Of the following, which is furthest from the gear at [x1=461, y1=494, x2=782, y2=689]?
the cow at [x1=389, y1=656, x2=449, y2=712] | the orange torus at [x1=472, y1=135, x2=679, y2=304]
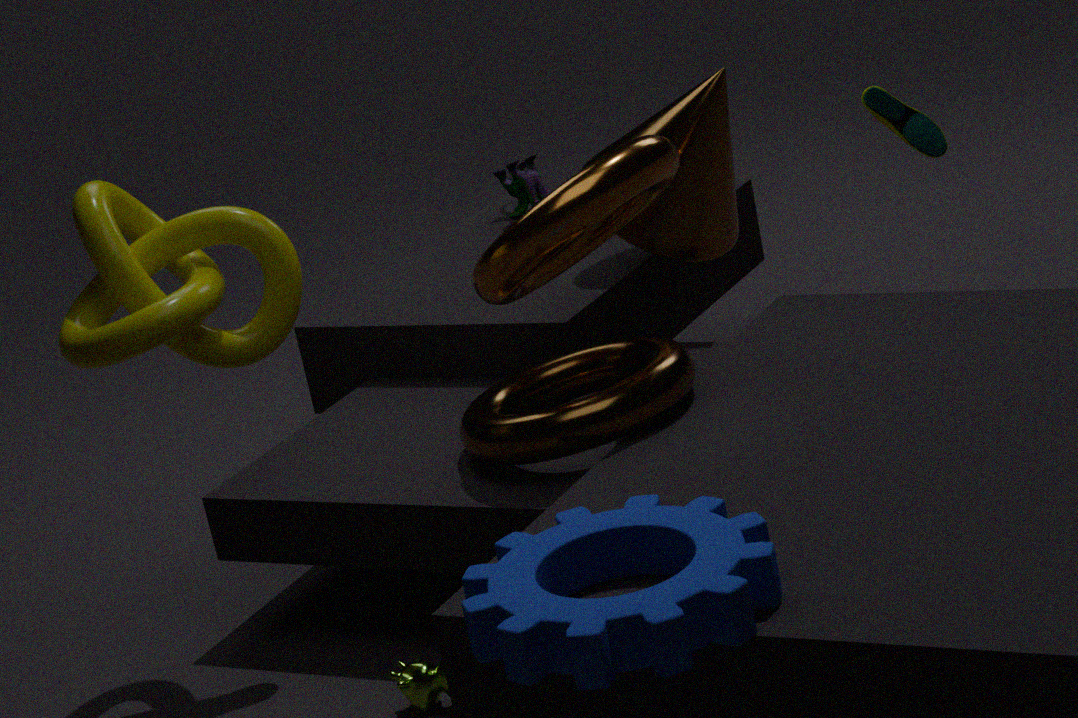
the orange torus at [x1=472, y1=135, x2=679, y2=304]
